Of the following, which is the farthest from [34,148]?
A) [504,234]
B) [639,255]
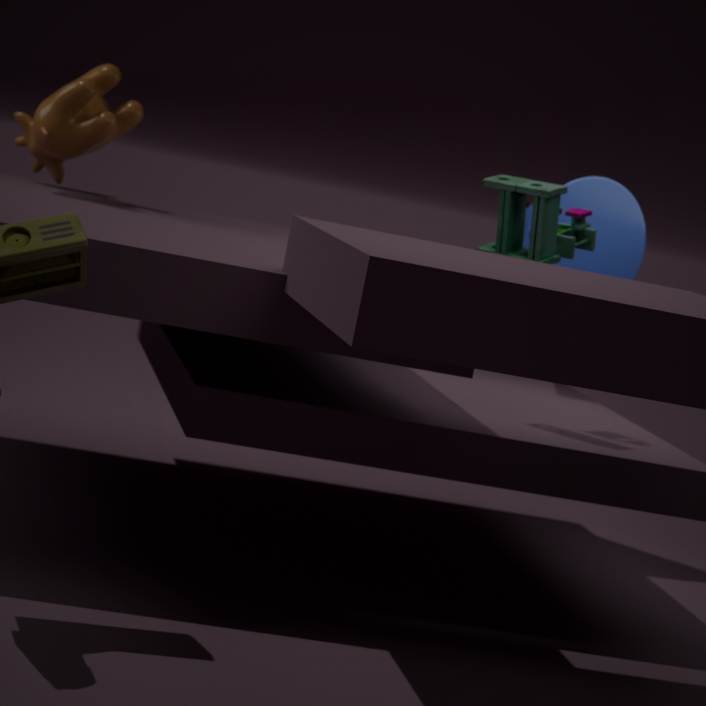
[639,255]
